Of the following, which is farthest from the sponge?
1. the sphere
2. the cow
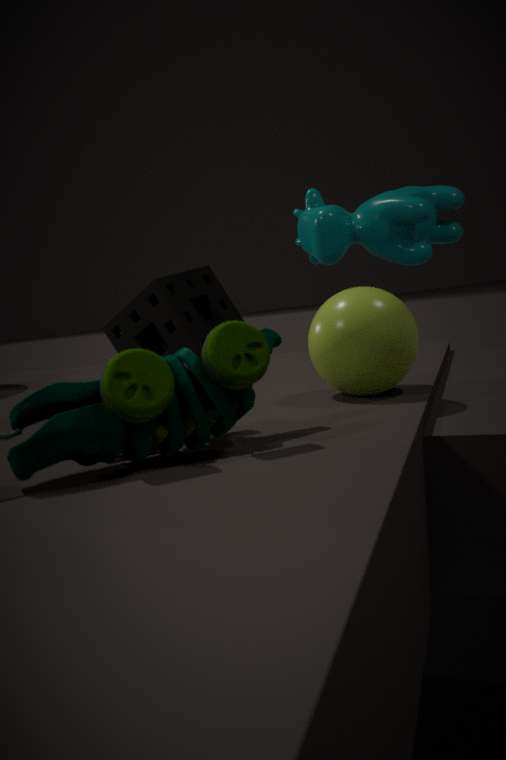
the sphere
